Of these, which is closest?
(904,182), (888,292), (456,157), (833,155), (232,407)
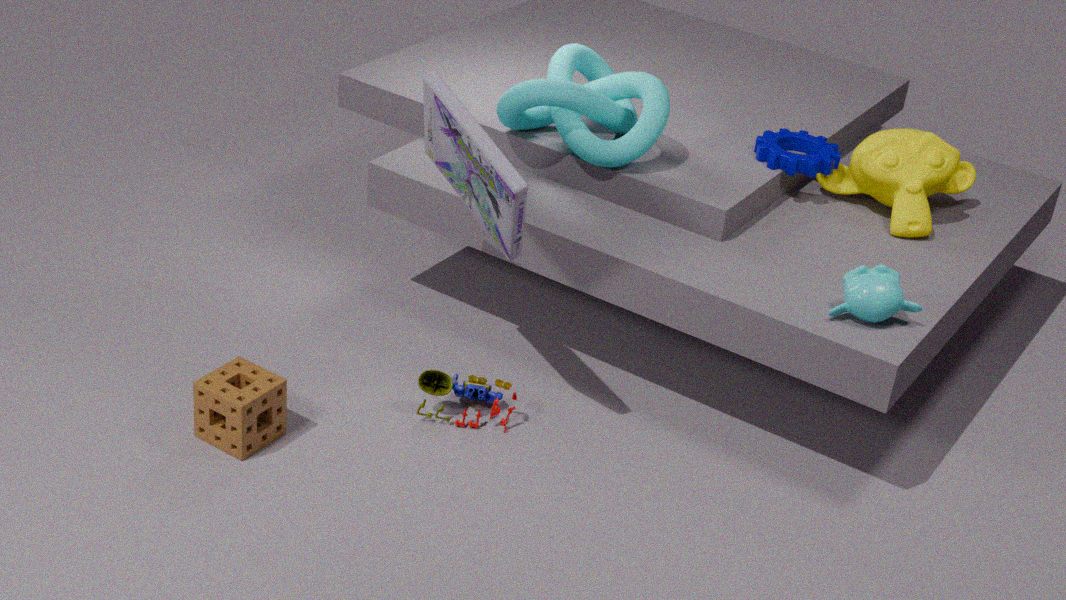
(232,407)
